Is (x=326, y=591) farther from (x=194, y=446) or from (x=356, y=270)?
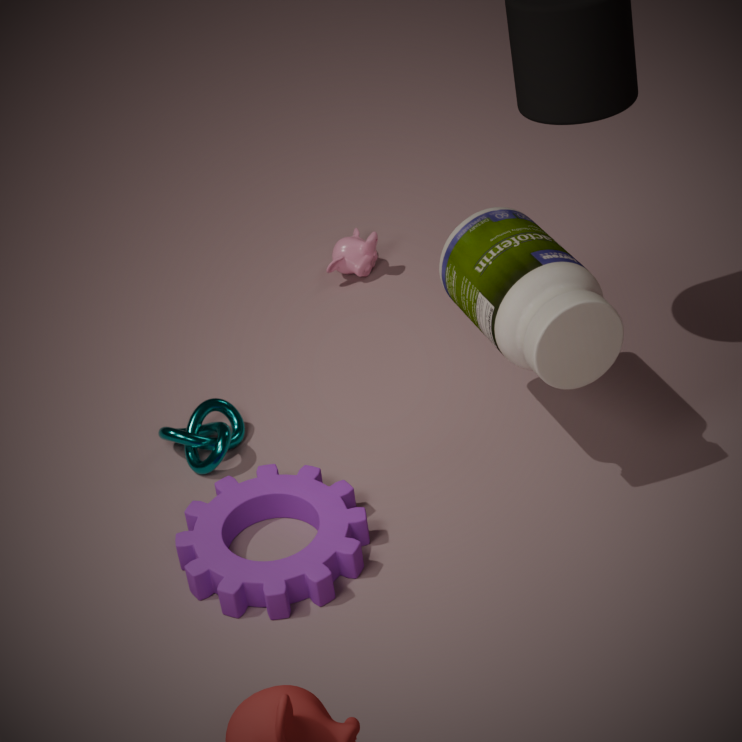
(x=356, y=270)
